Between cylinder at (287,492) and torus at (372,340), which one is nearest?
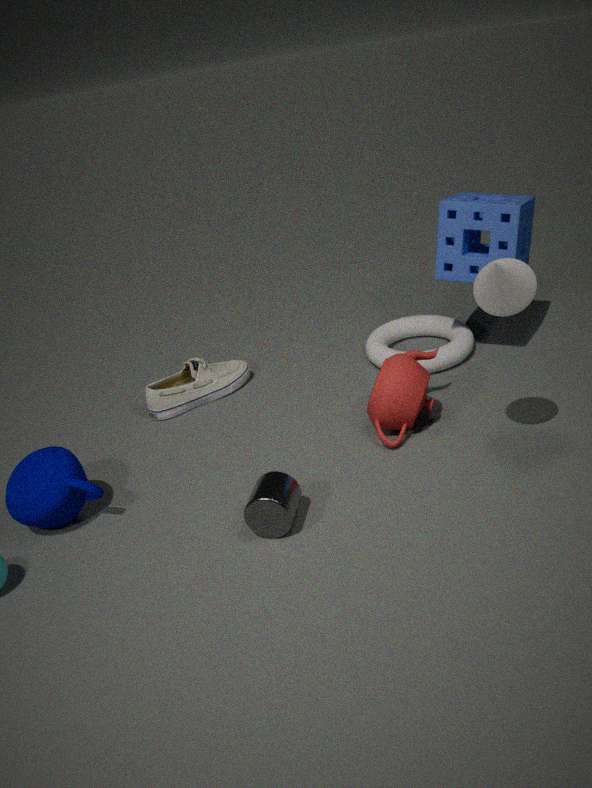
cylinder at (287,492)
